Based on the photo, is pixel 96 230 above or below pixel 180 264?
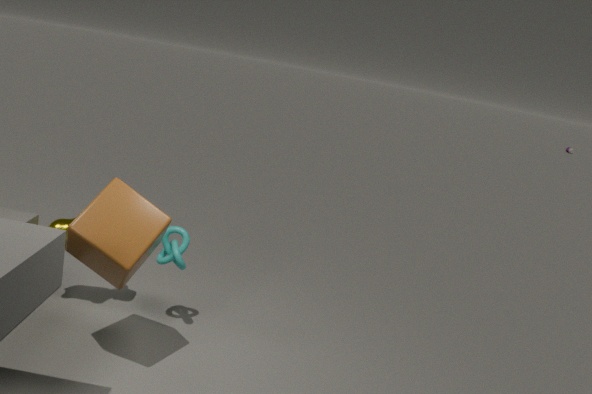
above
